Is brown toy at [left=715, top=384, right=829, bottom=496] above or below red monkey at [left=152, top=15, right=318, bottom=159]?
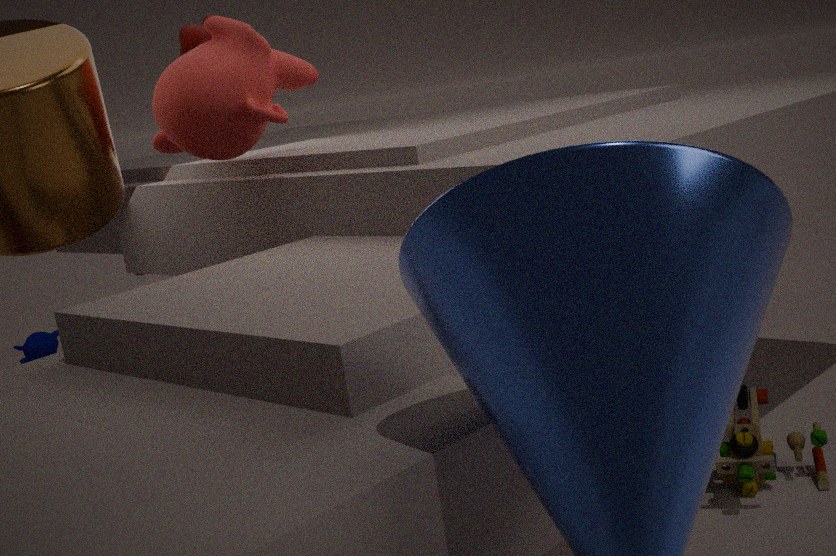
below
